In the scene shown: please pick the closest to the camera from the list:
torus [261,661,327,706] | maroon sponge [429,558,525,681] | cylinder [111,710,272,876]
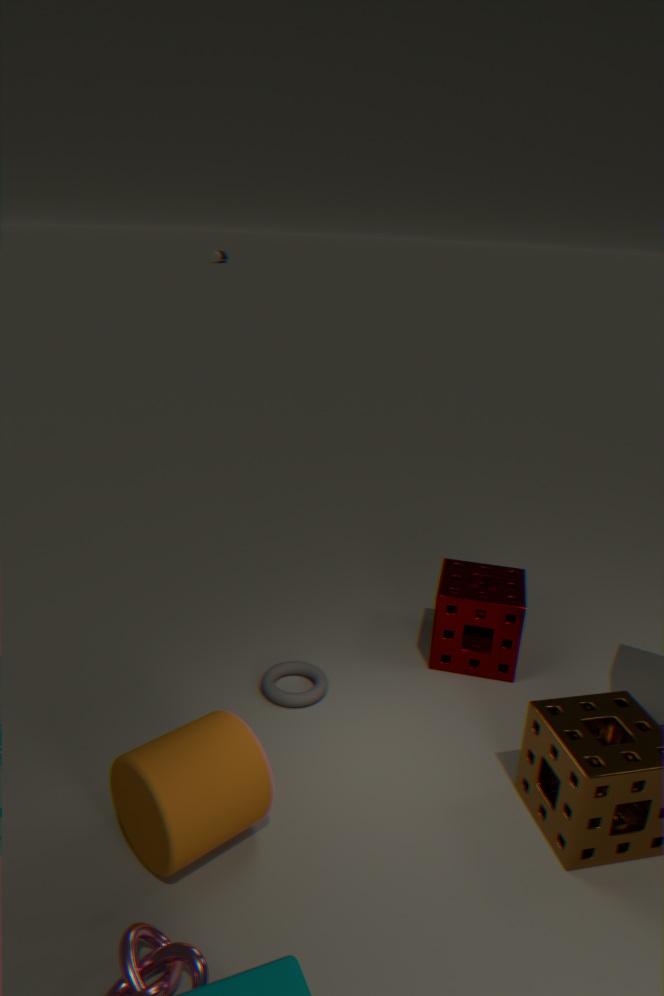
cylinder [111,710,272,876]
